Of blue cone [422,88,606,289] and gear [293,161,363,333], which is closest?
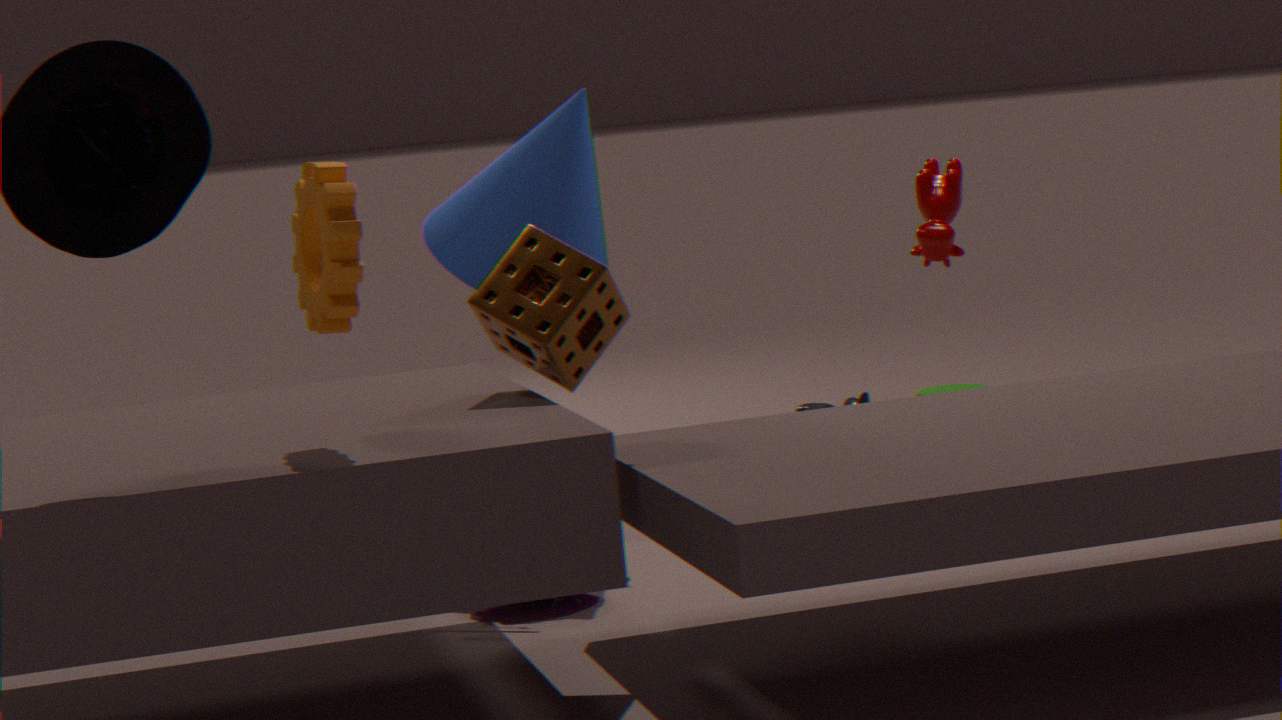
gear [293,161,363,333]
